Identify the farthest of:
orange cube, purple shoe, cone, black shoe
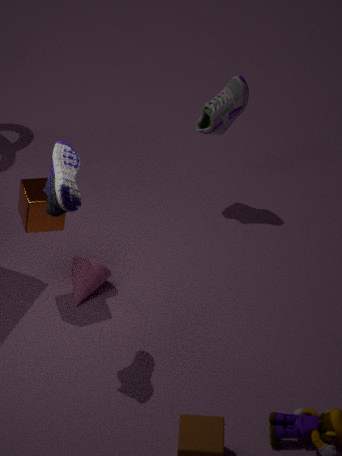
black shoe
